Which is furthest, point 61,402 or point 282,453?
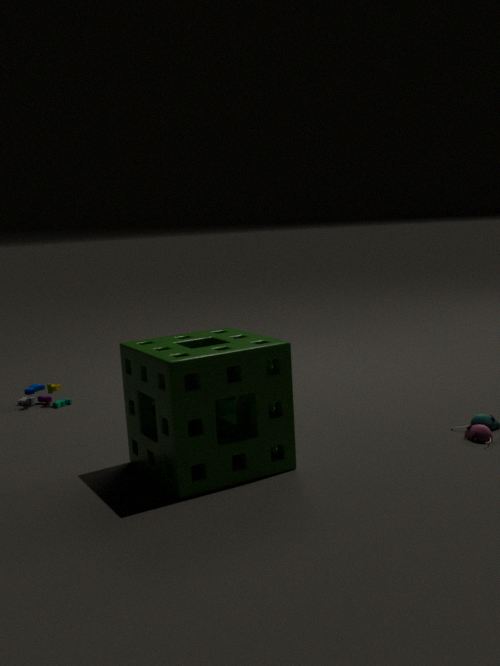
point 61,402
